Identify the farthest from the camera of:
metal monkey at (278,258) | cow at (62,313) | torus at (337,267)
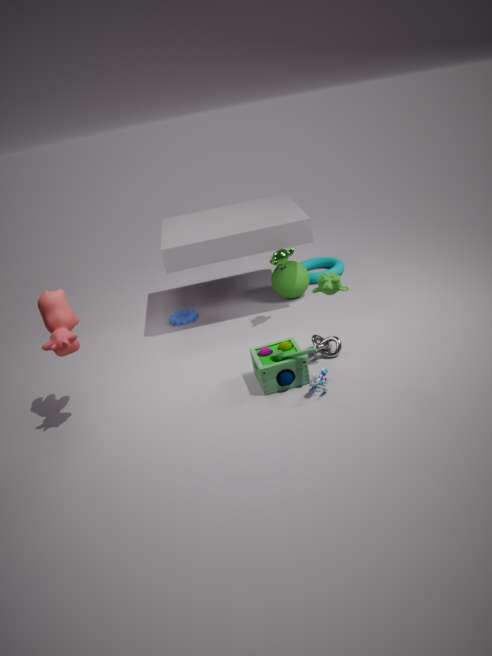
torus at (337,267)
